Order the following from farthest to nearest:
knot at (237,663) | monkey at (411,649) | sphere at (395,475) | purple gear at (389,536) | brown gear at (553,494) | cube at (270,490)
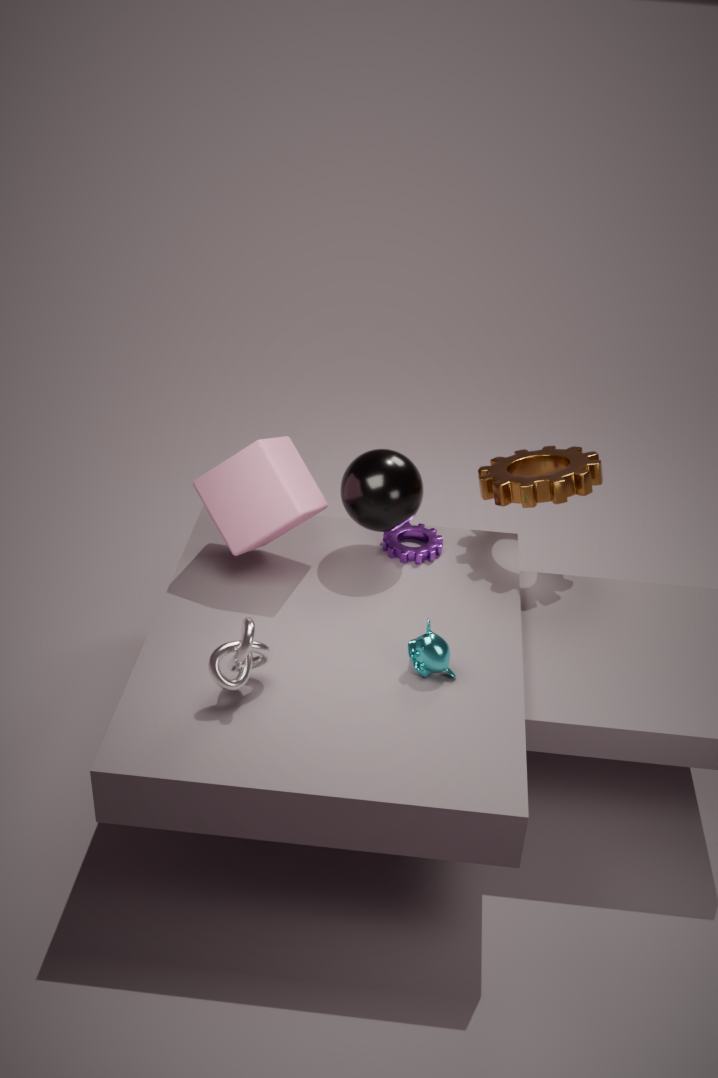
1. purple gear at (389,536)
2. brown gear at (553,494)
3. sphere at (395,475)
4. cube at (270,490)
5. monkey at (411,649)
6. knot at (237,663)
